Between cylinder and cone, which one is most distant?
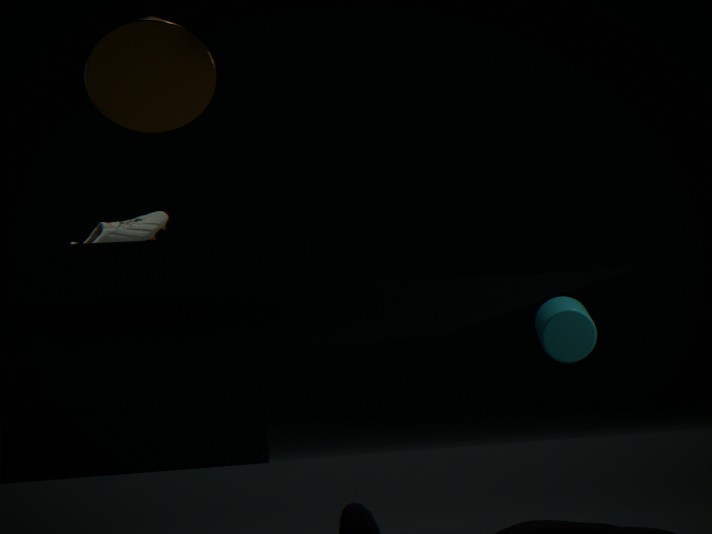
cylinder
